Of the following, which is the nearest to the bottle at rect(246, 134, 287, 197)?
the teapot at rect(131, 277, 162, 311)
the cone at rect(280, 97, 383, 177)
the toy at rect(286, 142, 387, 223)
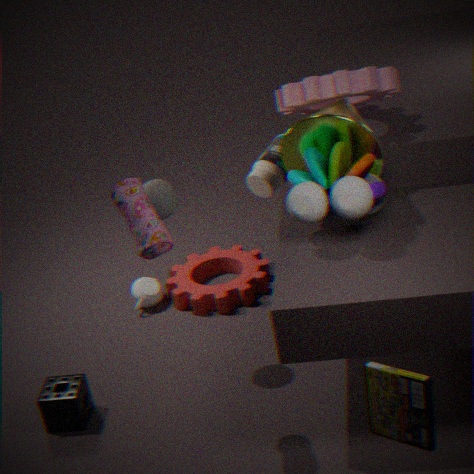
the teapot at rect(131, 277, 162, 311)
